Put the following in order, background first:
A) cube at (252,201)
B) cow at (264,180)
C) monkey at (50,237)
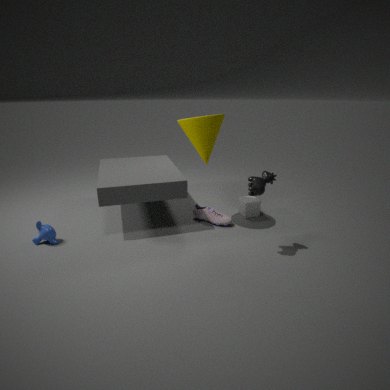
cube at (252,201), monkey at (50,237), cow at (264,180)
